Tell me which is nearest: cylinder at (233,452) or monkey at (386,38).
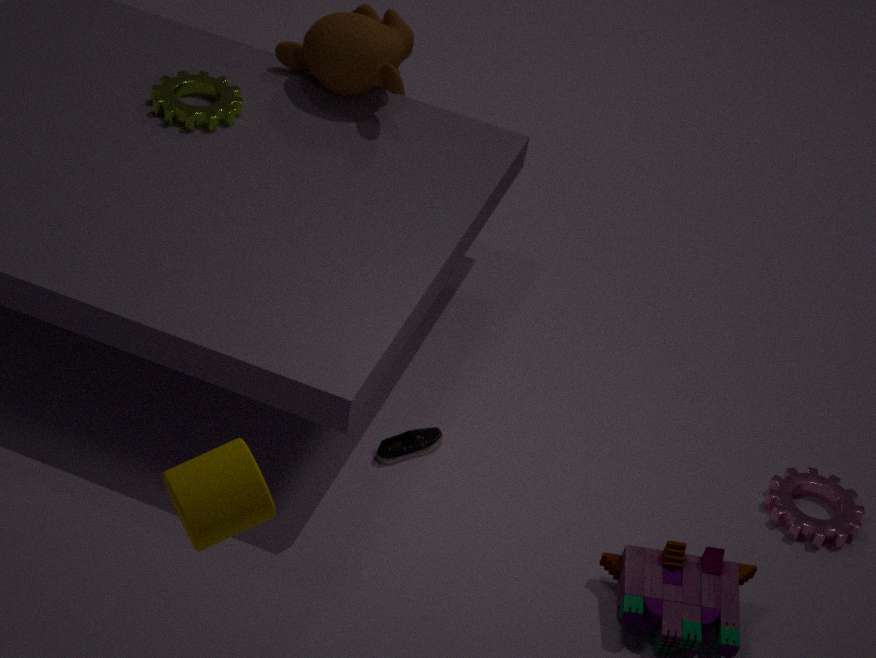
cylinder at (233,452)
